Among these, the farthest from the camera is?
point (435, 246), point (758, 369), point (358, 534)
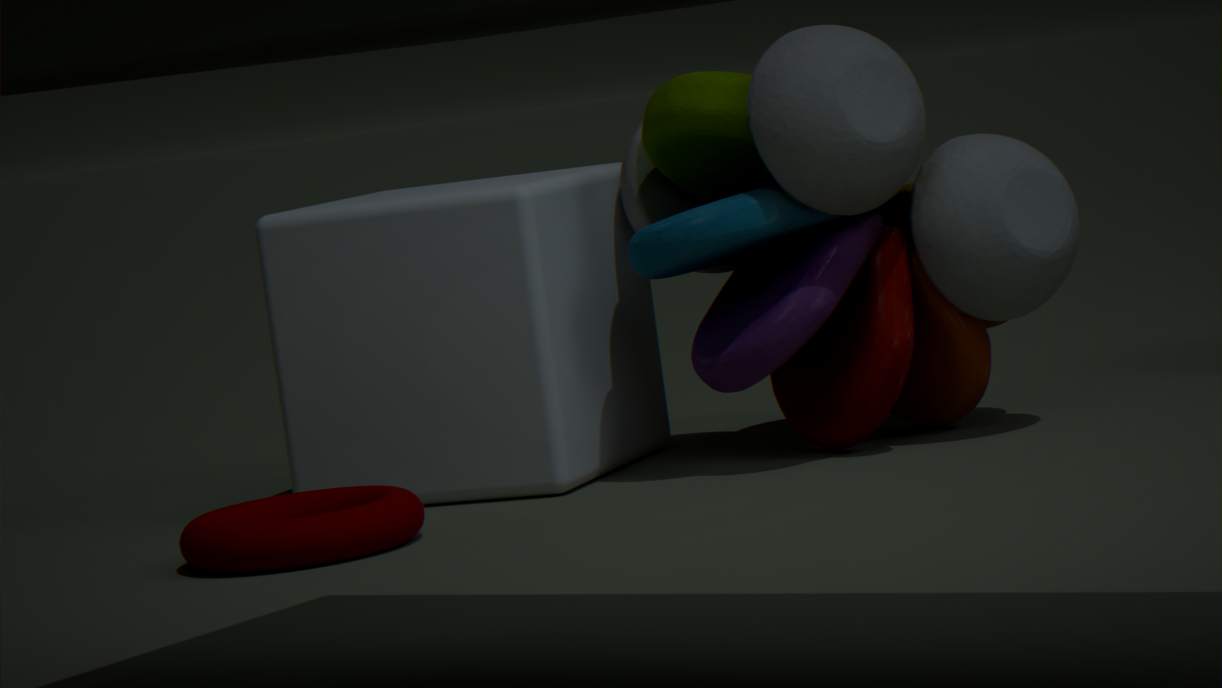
point (435, 246)
